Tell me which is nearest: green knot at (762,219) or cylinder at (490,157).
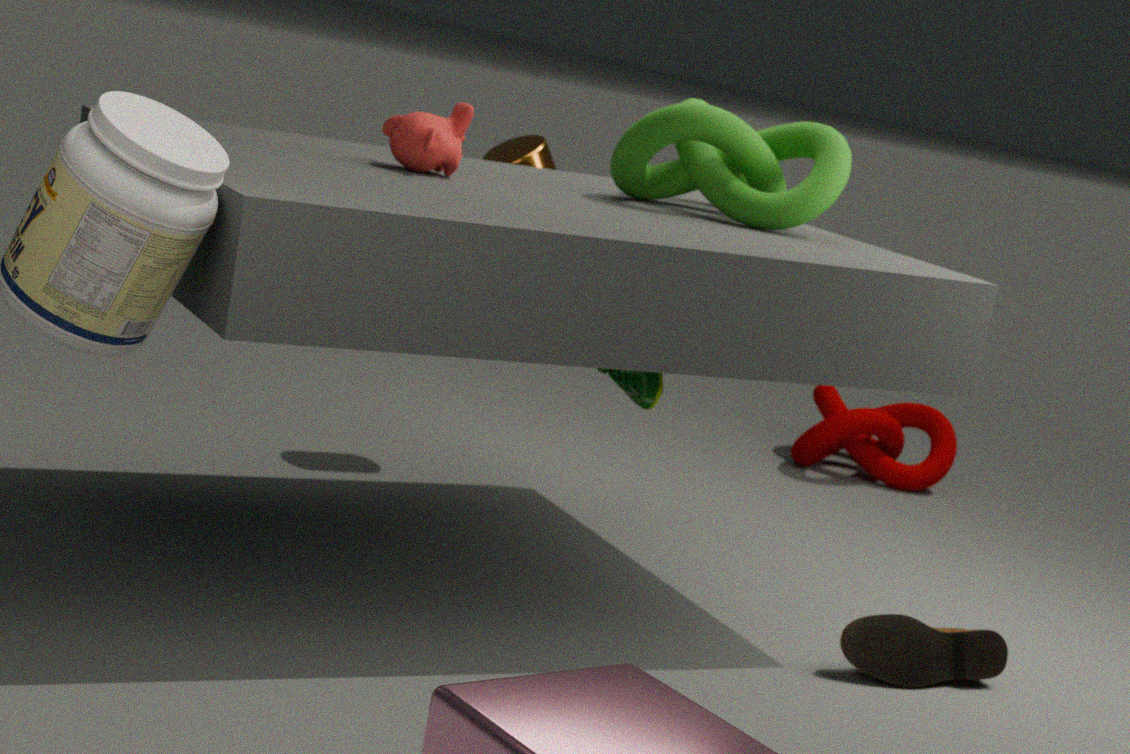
green knot at (762,219)
